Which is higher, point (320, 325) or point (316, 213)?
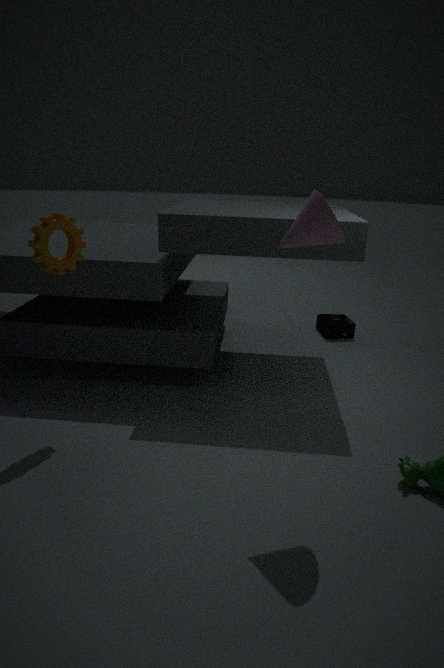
point (316, 213)
